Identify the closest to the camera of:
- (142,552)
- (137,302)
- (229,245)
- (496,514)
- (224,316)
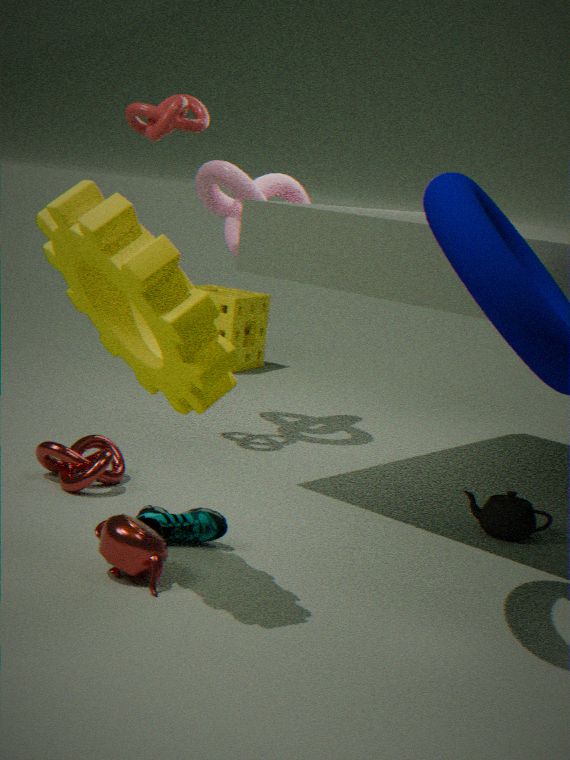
(137,302)
